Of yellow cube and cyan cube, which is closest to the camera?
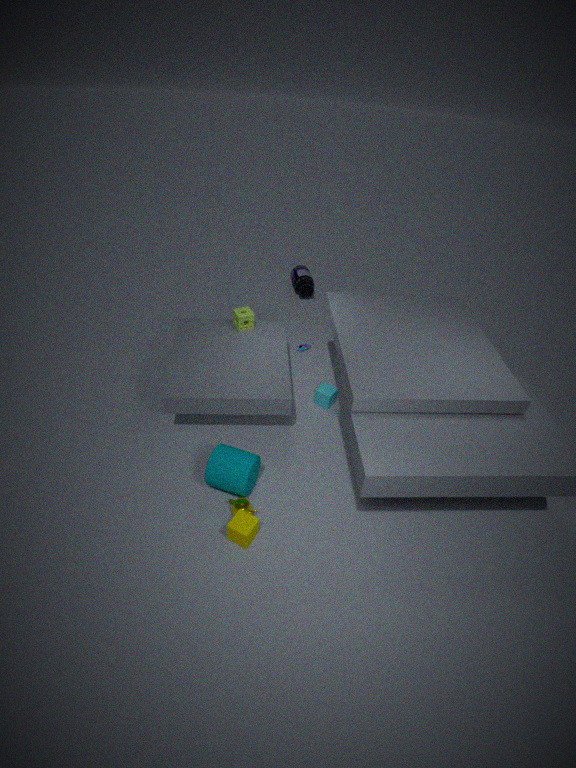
yellow cube
